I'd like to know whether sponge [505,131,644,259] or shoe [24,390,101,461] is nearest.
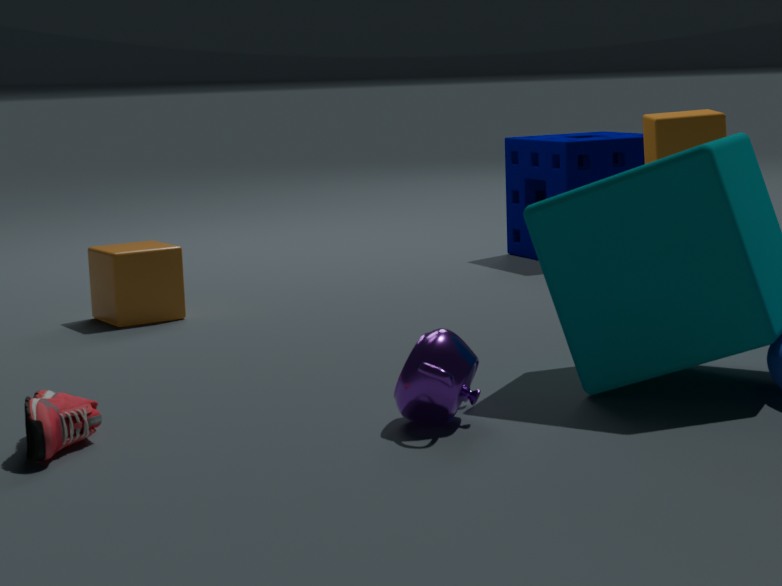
shoe [24,390,101,461]
